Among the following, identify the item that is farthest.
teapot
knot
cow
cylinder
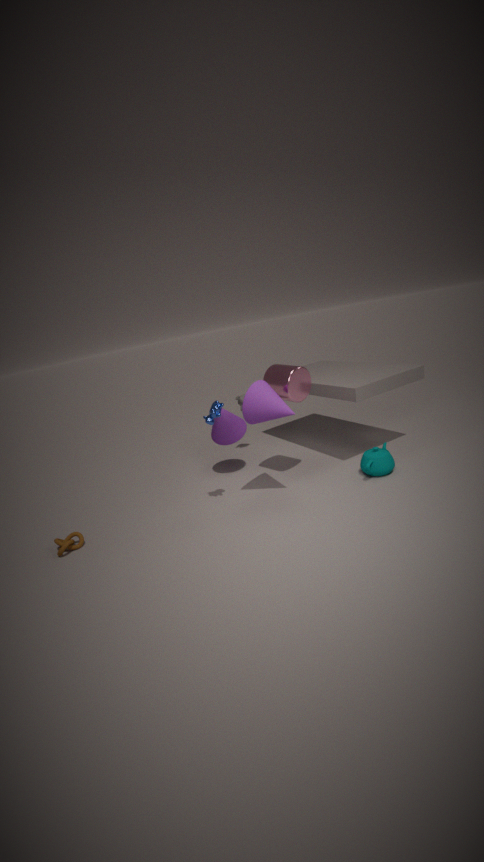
cylinder
